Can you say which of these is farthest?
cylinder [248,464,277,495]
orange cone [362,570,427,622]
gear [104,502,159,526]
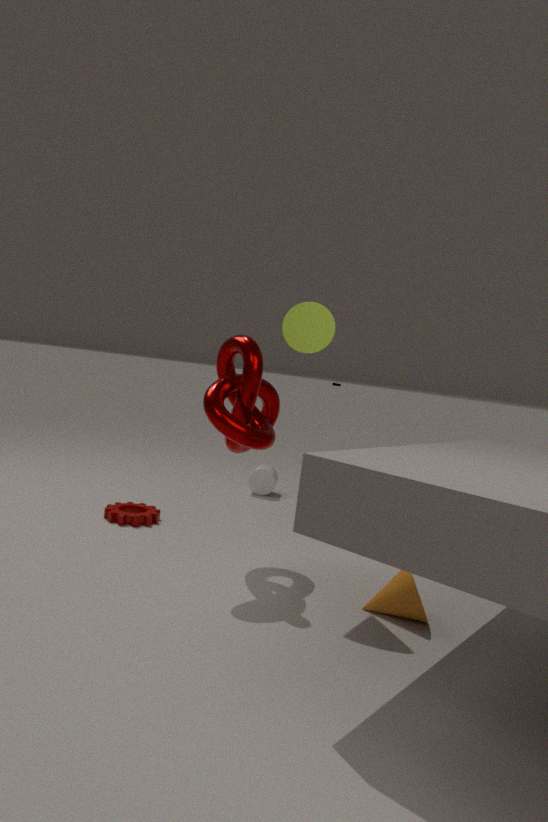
cylinder [248,464,277,495]
